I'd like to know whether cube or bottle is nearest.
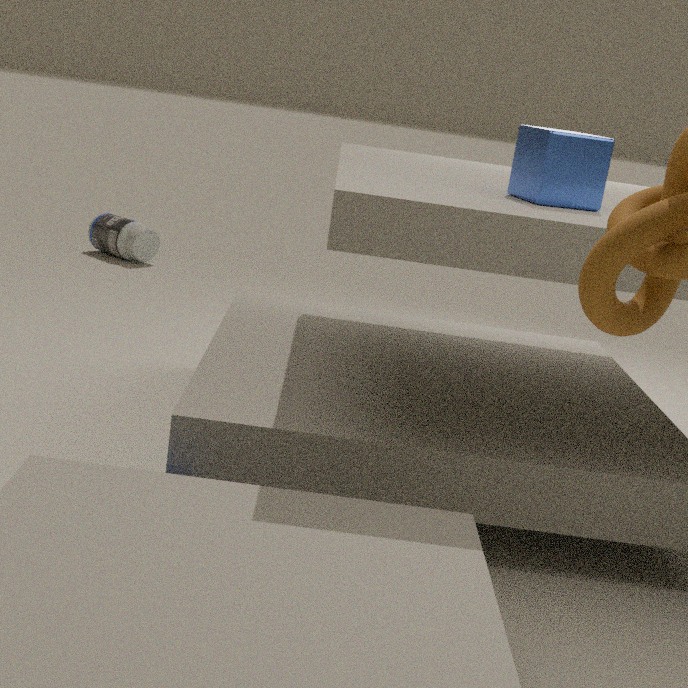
cube
